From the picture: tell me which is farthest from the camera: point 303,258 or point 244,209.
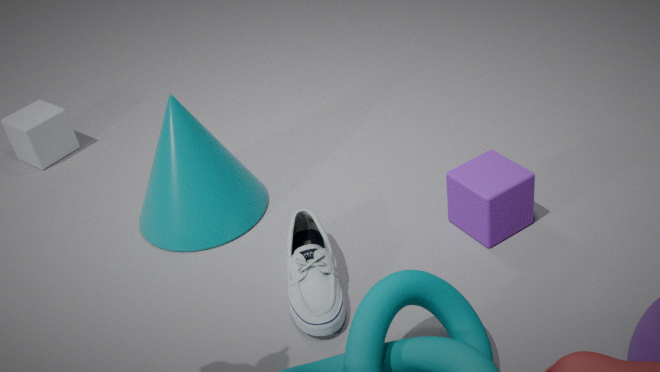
point 244,209
